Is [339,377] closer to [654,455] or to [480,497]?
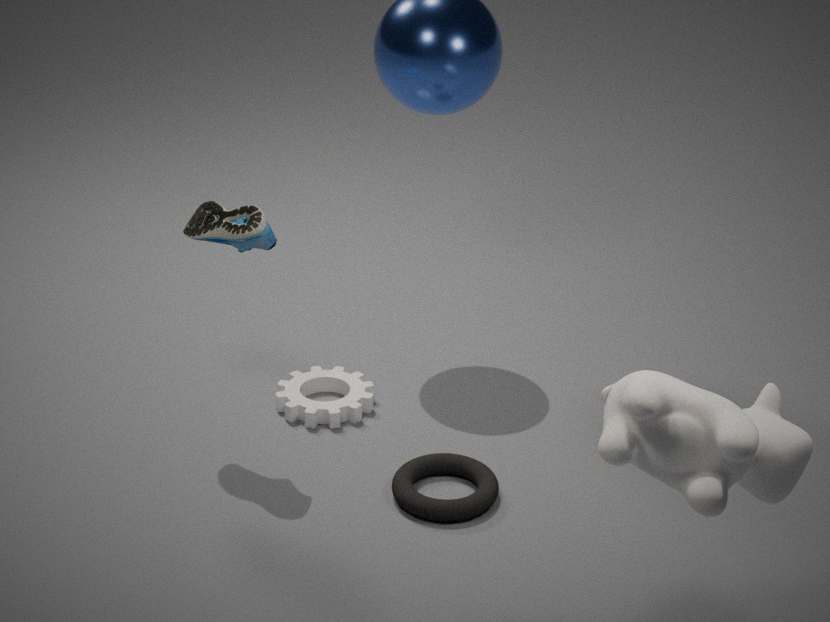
[480,497]
